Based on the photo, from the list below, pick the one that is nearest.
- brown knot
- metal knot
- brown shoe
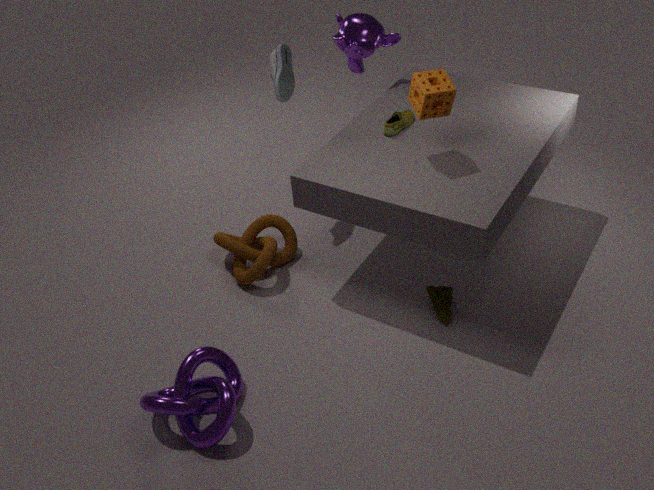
metal knot
